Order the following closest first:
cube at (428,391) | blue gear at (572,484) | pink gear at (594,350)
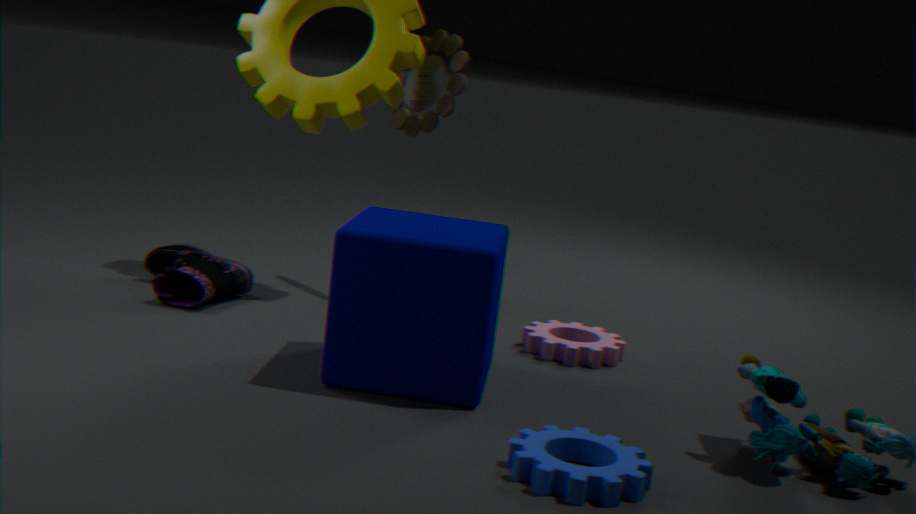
blue gear at (572,484), cube at (428,391), pink gear at (594,350)
